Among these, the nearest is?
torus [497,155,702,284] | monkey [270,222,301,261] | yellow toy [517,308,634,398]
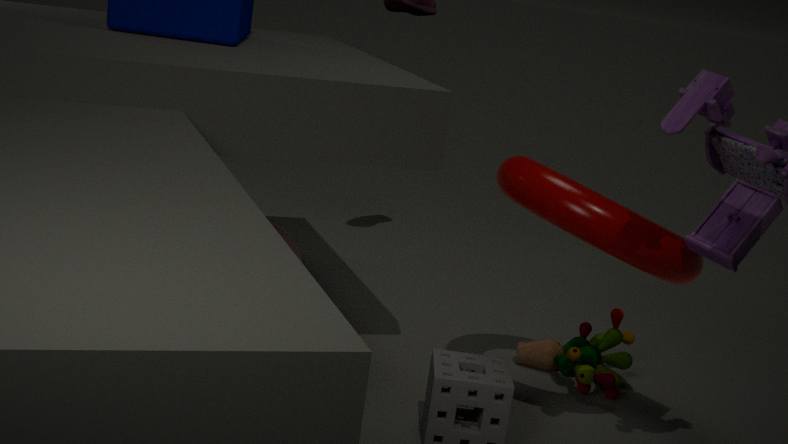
torus [497,155,702,284]
